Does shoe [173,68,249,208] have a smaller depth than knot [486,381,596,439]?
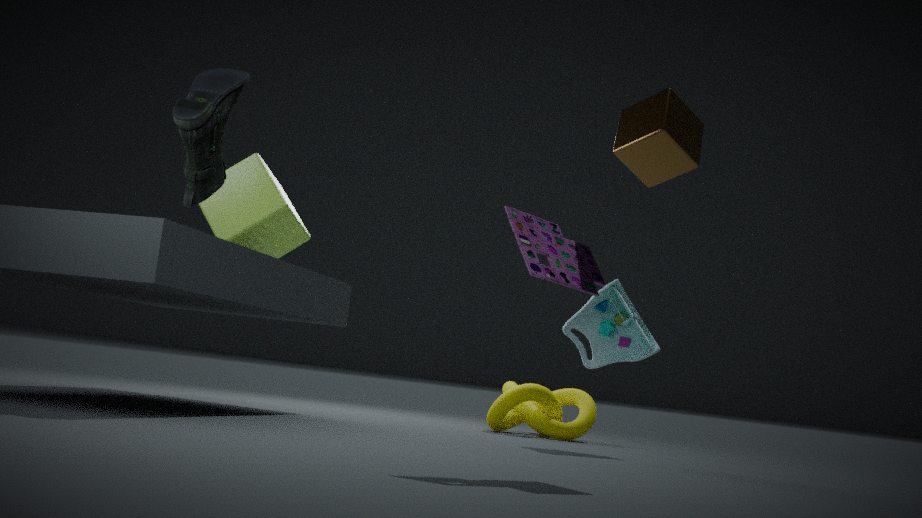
Yes
